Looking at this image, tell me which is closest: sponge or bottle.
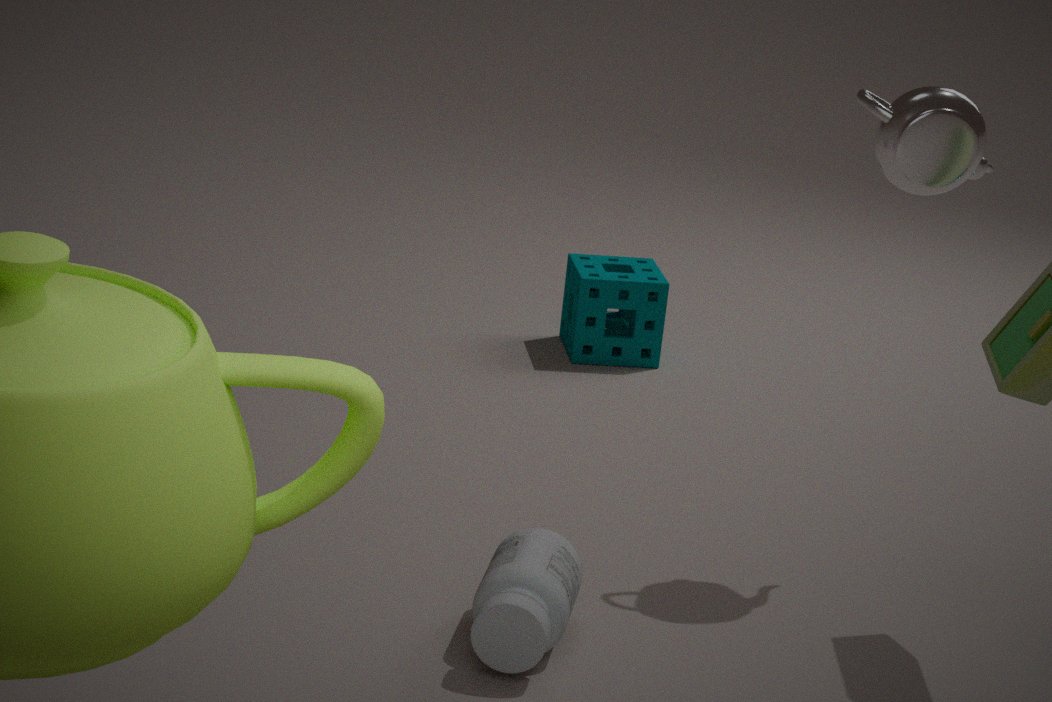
bottle
